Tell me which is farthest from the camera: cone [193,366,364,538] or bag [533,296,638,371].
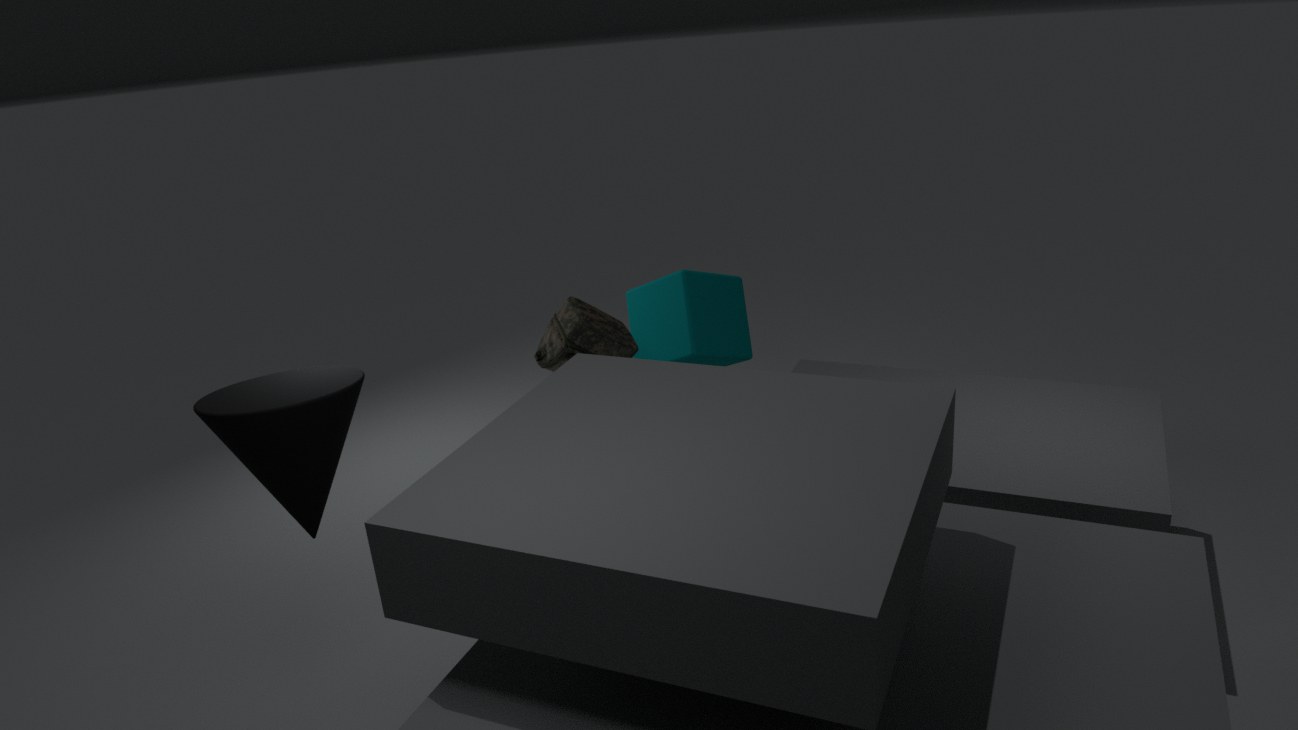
bag [533,296,638,371]
